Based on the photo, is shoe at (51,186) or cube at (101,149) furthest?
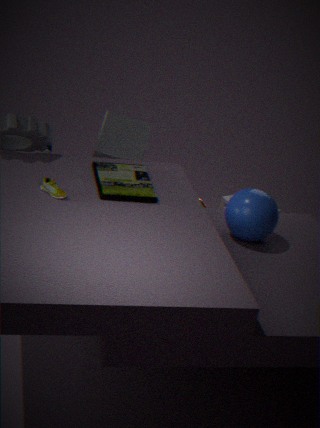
cube at (101,149)
